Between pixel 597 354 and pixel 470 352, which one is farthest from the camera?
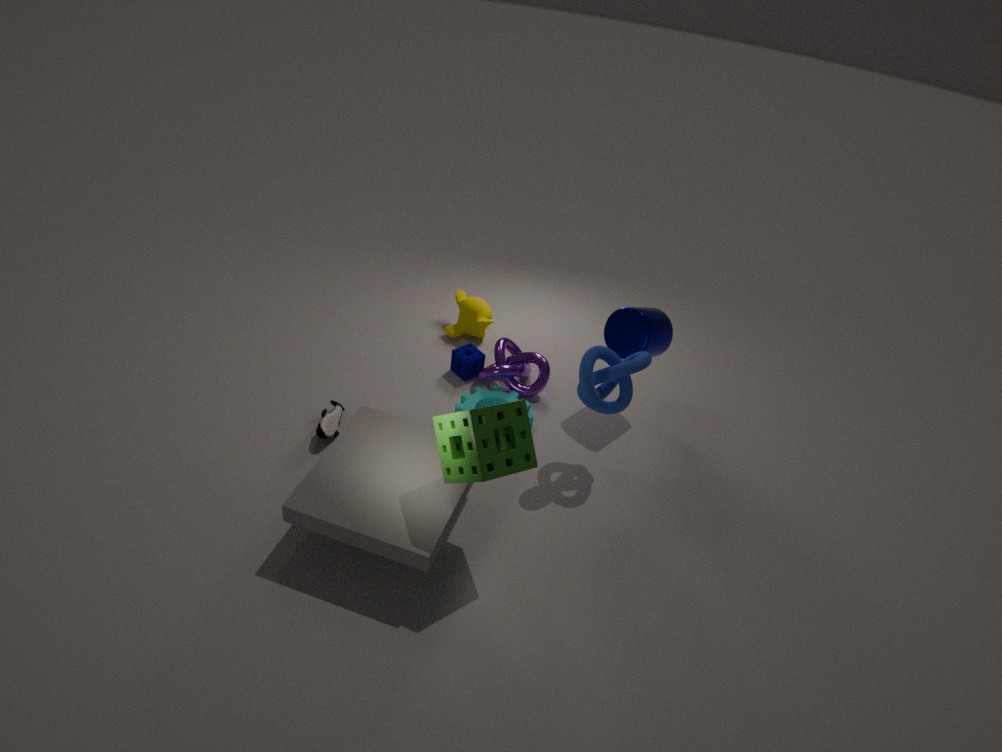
pixel 470 352
